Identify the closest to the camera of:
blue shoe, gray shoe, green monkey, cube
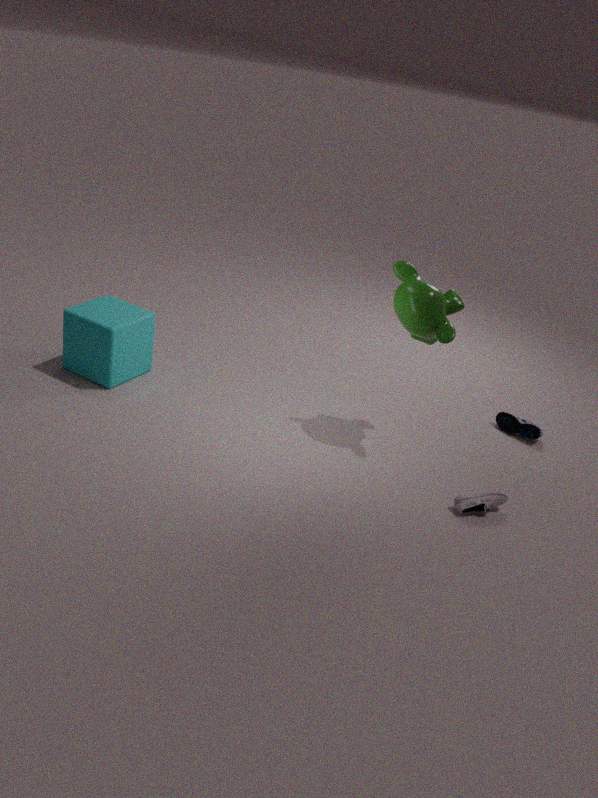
gray shoe
